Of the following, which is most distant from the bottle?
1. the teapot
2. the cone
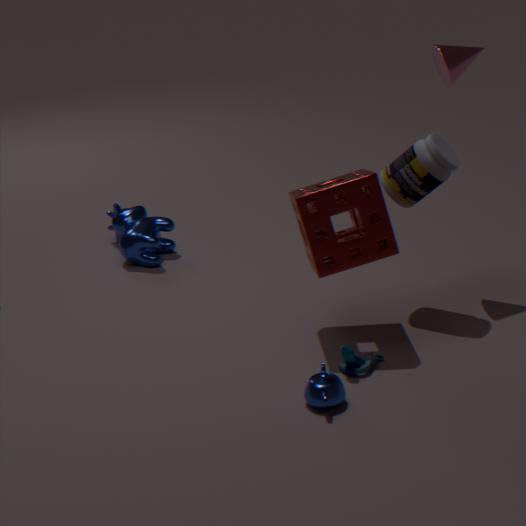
the teapot
